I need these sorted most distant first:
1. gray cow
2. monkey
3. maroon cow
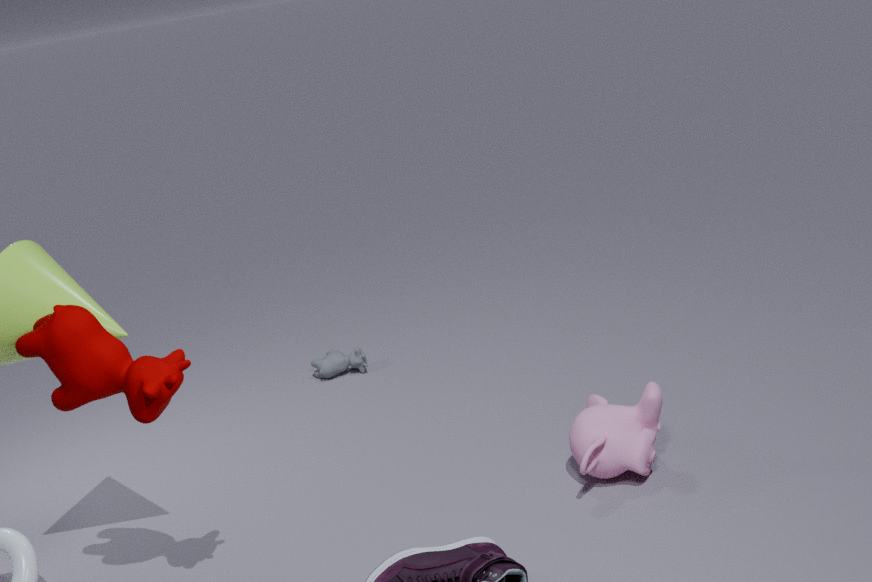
gray cow, monkey, maroon cow
